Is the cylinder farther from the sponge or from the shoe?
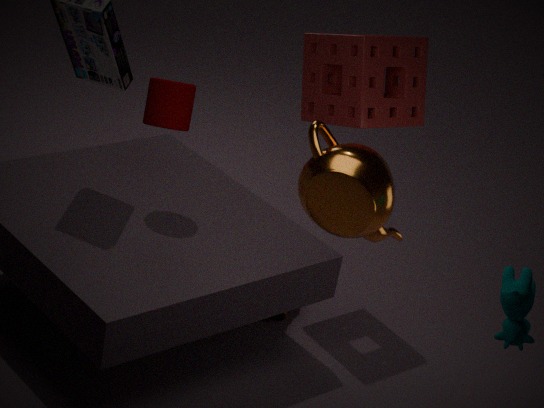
the shoe
